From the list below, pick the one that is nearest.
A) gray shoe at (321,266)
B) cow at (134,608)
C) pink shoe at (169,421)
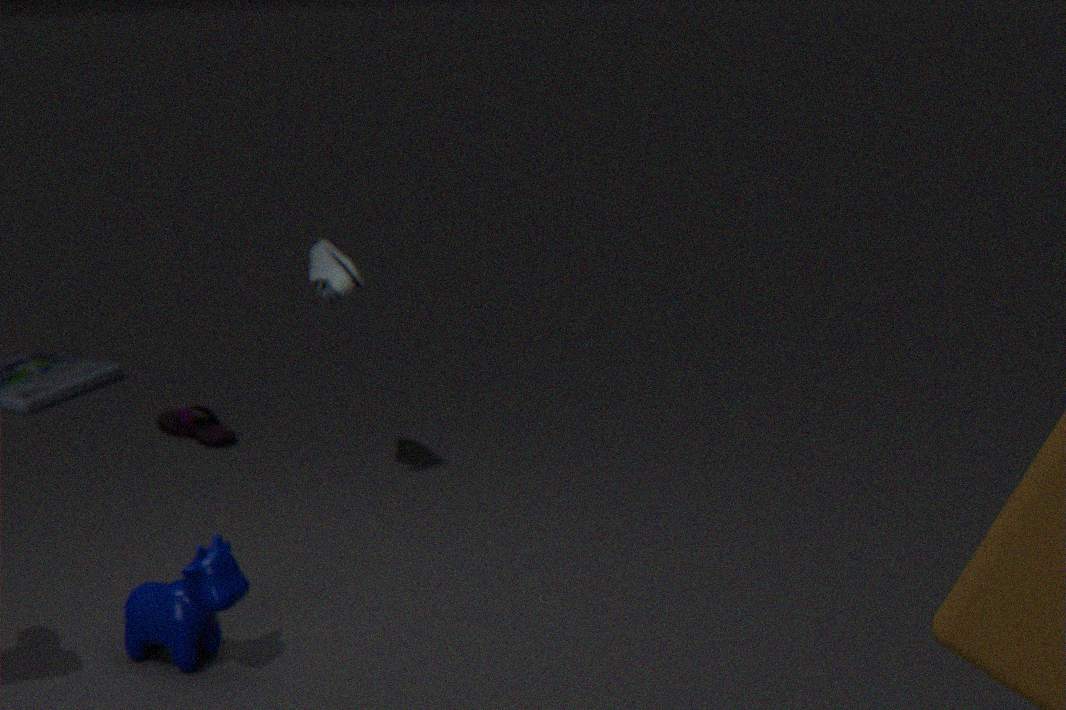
cow at (134,608)
